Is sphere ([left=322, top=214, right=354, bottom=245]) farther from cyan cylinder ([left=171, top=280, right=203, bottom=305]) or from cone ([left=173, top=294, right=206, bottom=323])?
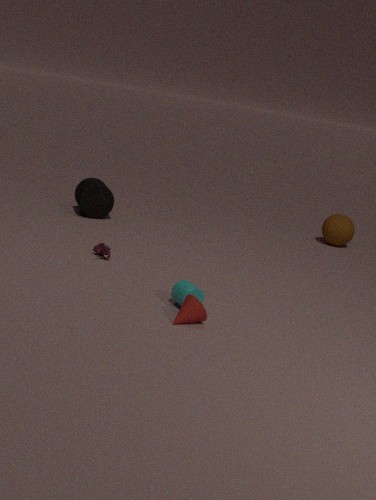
cone ([left=173, top=294, right=206, bottom=323])
